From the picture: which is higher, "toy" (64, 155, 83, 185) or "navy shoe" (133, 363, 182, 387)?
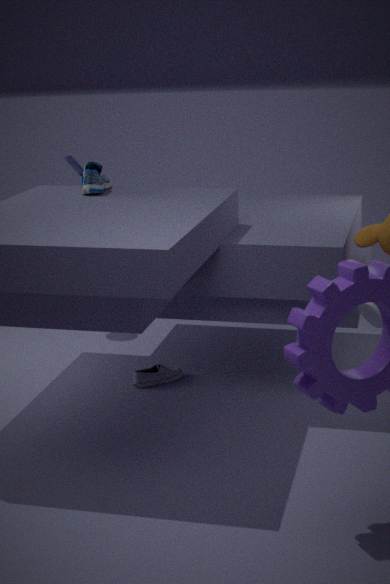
"toy" (64, 155, 83, 185)
